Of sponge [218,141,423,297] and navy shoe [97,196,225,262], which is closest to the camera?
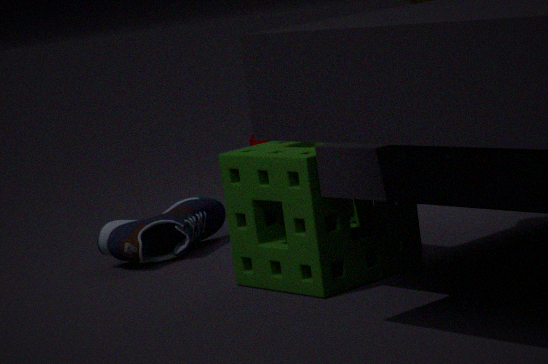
sponge [218,141,423,297]
